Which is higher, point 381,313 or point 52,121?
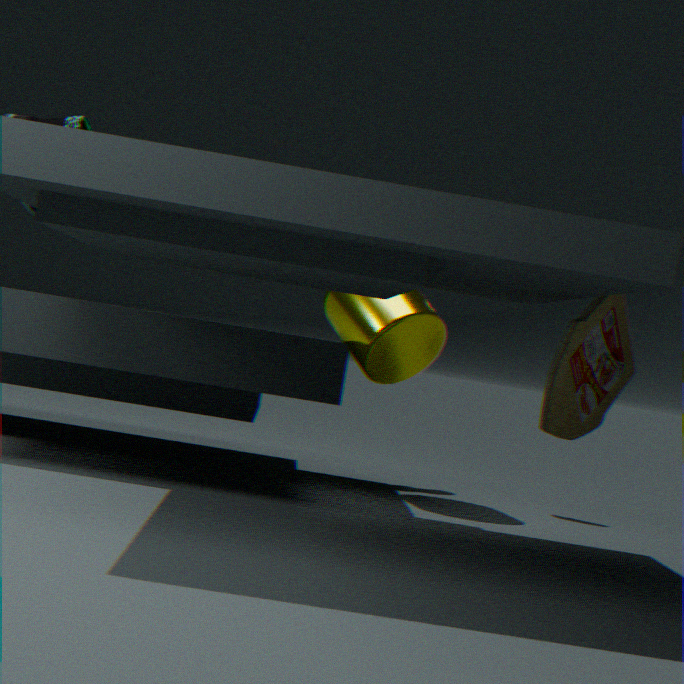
point 52,121
